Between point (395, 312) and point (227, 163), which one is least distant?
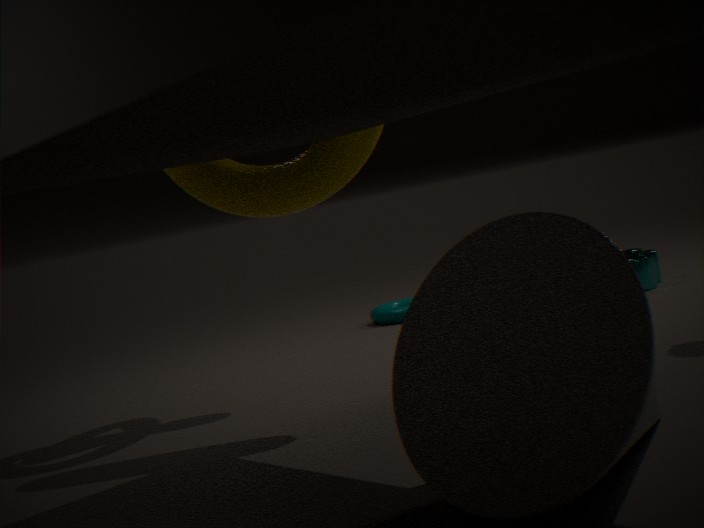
point (227, 163)
